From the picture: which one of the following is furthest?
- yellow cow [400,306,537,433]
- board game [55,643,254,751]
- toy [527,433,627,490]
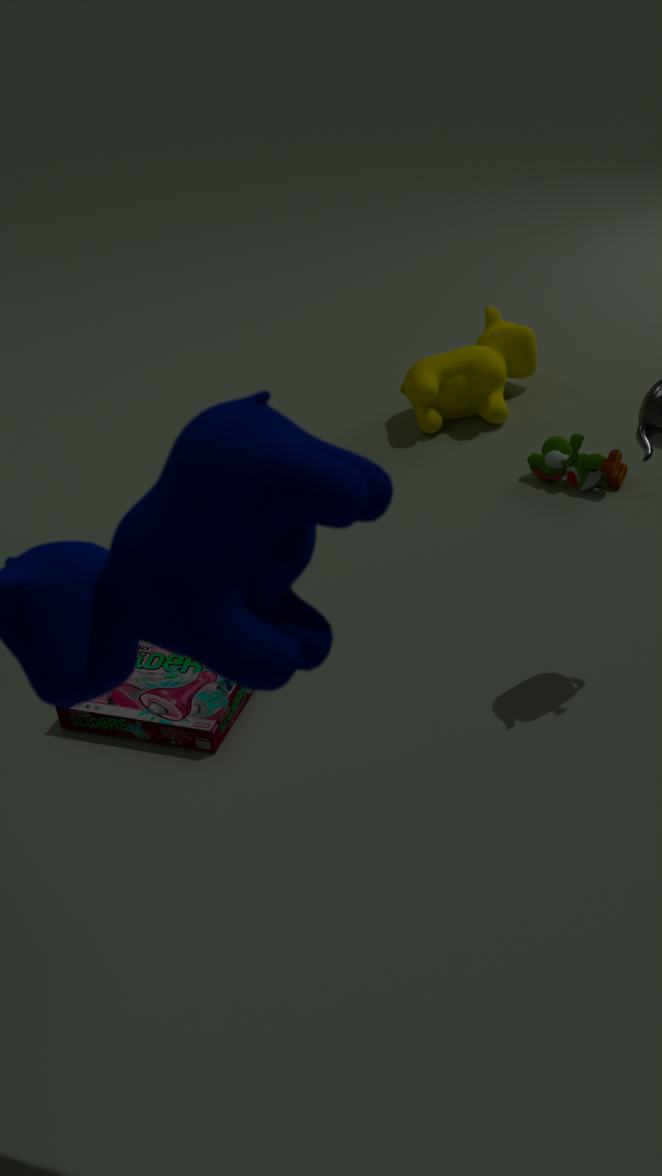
yellow cow [400,306,537,433]
